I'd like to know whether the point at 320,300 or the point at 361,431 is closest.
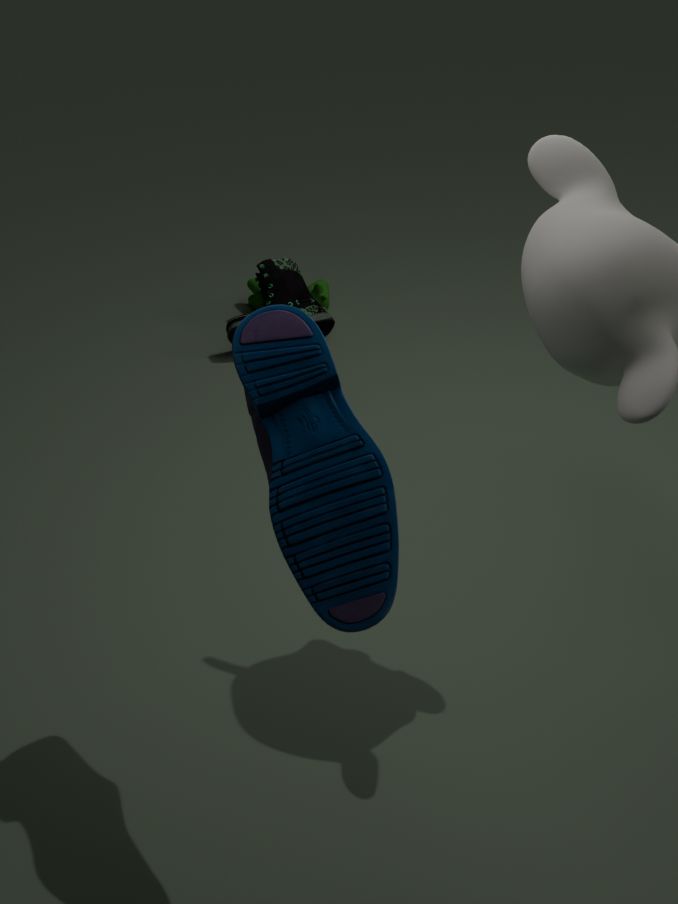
the point at 361,431
